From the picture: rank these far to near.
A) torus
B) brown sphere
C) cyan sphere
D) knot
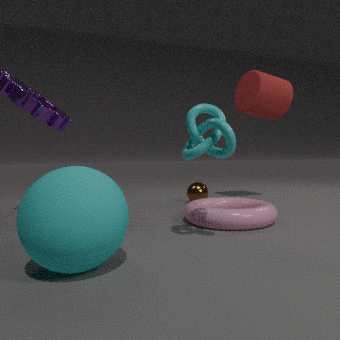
1. B. brown sphere
2. A. torus
3. D. knot
4. C. cyan sphere
